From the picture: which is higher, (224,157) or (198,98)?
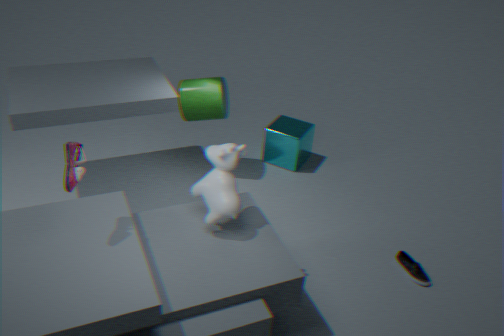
(224,157)
